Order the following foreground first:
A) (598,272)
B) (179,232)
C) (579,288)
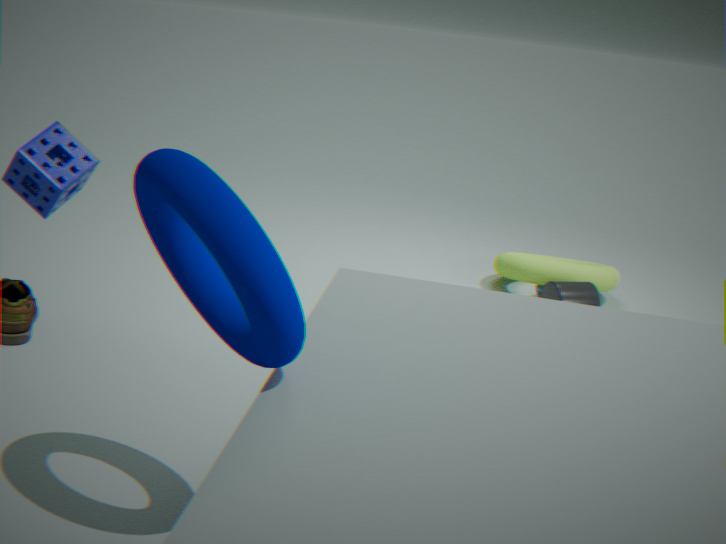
(179,232) < (579,288) < (598,272)
